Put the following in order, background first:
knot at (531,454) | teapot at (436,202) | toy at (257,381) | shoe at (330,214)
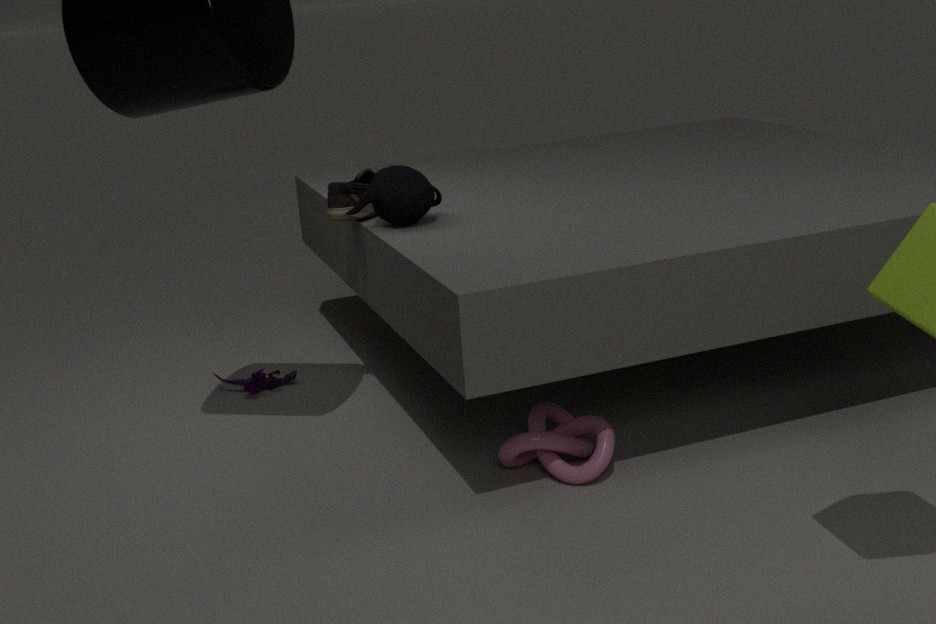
toy at (257,381) < shoe at (330,214) < teapot at (436,202) < knot at (531,454)
